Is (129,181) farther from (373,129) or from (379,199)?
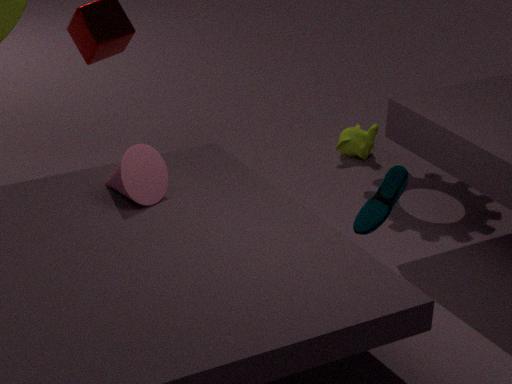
(373,129)
